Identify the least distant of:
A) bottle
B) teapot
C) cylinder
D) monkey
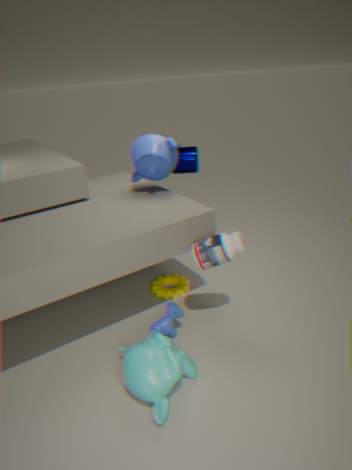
monkey
